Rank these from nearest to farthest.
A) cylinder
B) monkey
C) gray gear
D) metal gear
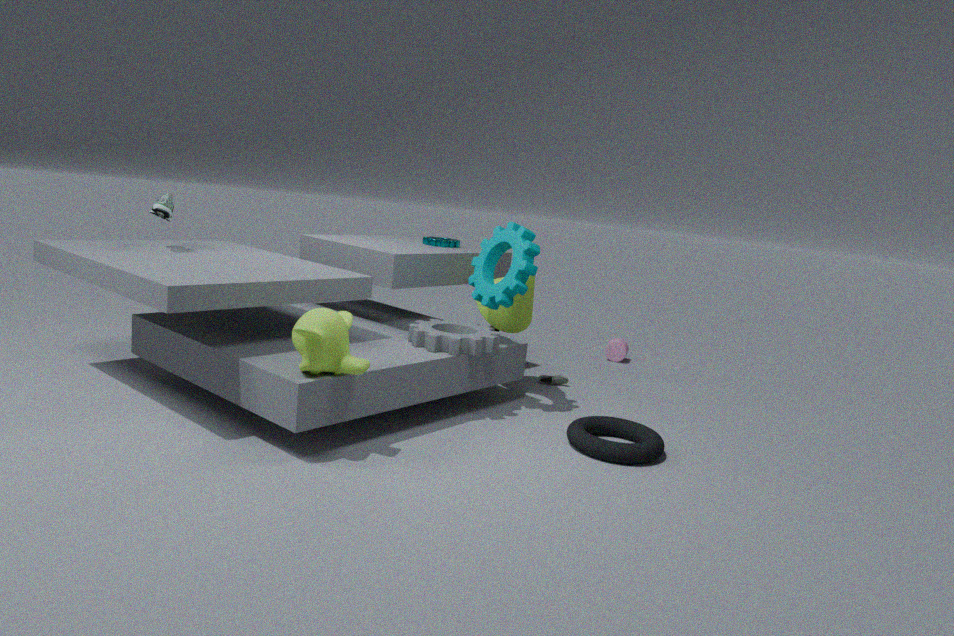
1. monkey
2. gray gear
3. metal gear
4. cylinder
